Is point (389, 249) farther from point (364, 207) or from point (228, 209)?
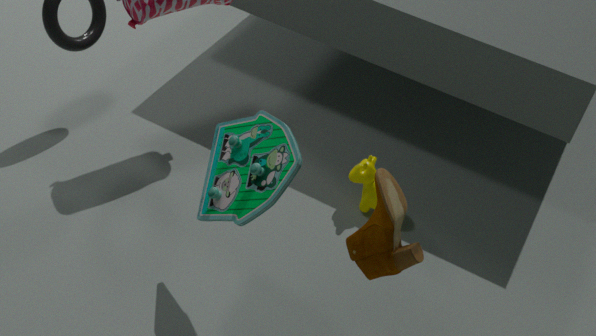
point (364, 207)
